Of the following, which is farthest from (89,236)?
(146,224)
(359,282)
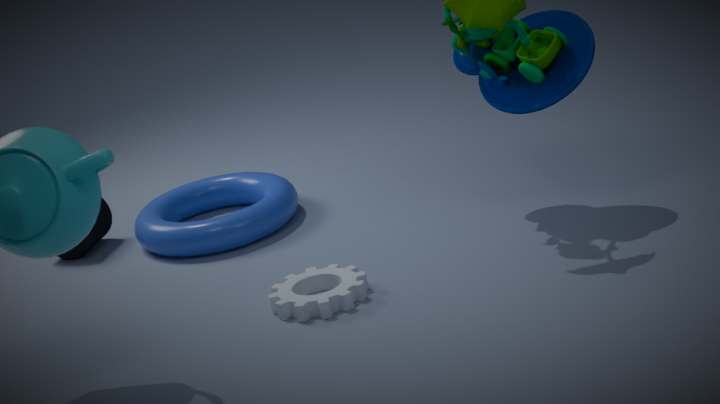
(359,282)
